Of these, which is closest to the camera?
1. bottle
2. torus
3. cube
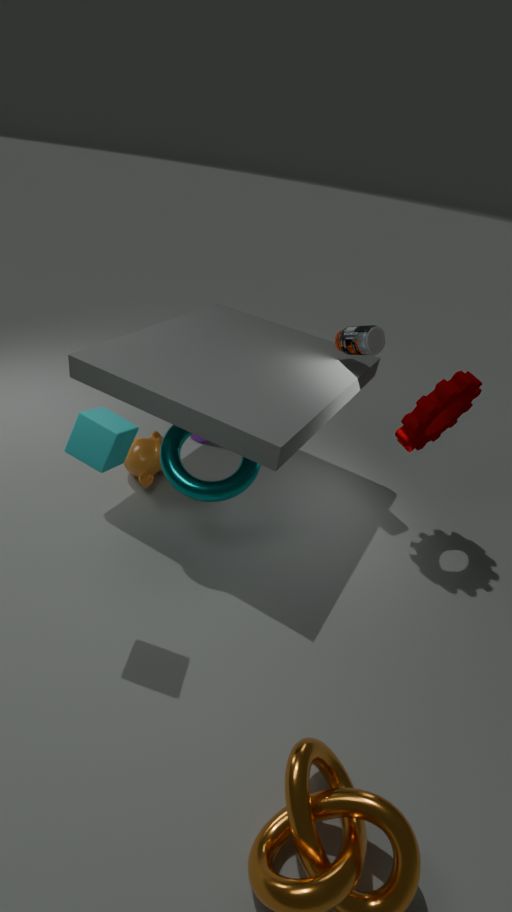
cube
